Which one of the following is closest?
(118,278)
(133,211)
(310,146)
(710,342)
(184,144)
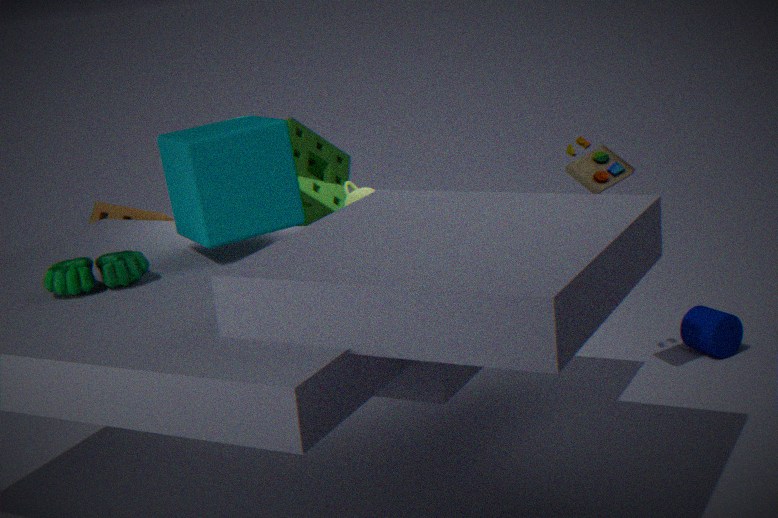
(118,278)
